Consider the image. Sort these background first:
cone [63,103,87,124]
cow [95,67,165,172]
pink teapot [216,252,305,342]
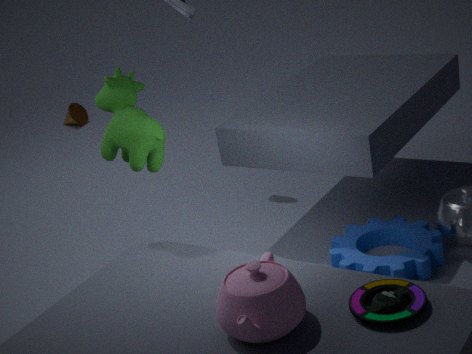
cone [63,103,87,124] → cow [95,67,165,172] → pink teapot [216,252,305,342]
